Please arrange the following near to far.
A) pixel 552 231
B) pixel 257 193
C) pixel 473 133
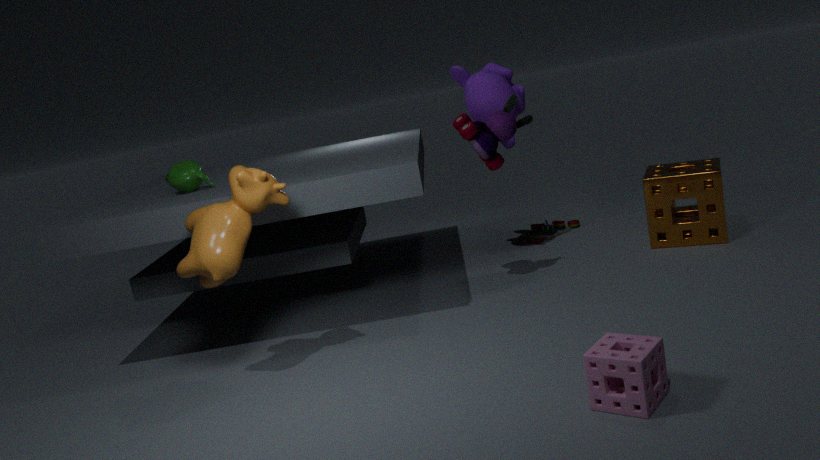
B. pixel 257 193 < C. pixel 473 133 < A. pixel 552 231
